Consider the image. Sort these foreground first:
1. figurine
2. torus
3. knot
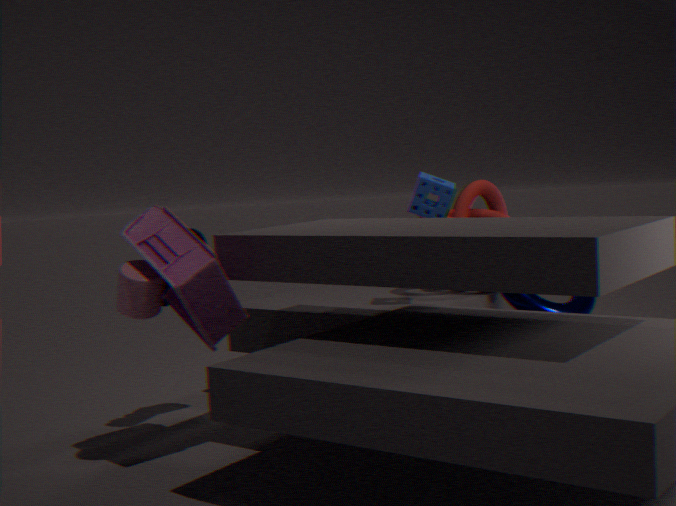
figurine, torus, knot
